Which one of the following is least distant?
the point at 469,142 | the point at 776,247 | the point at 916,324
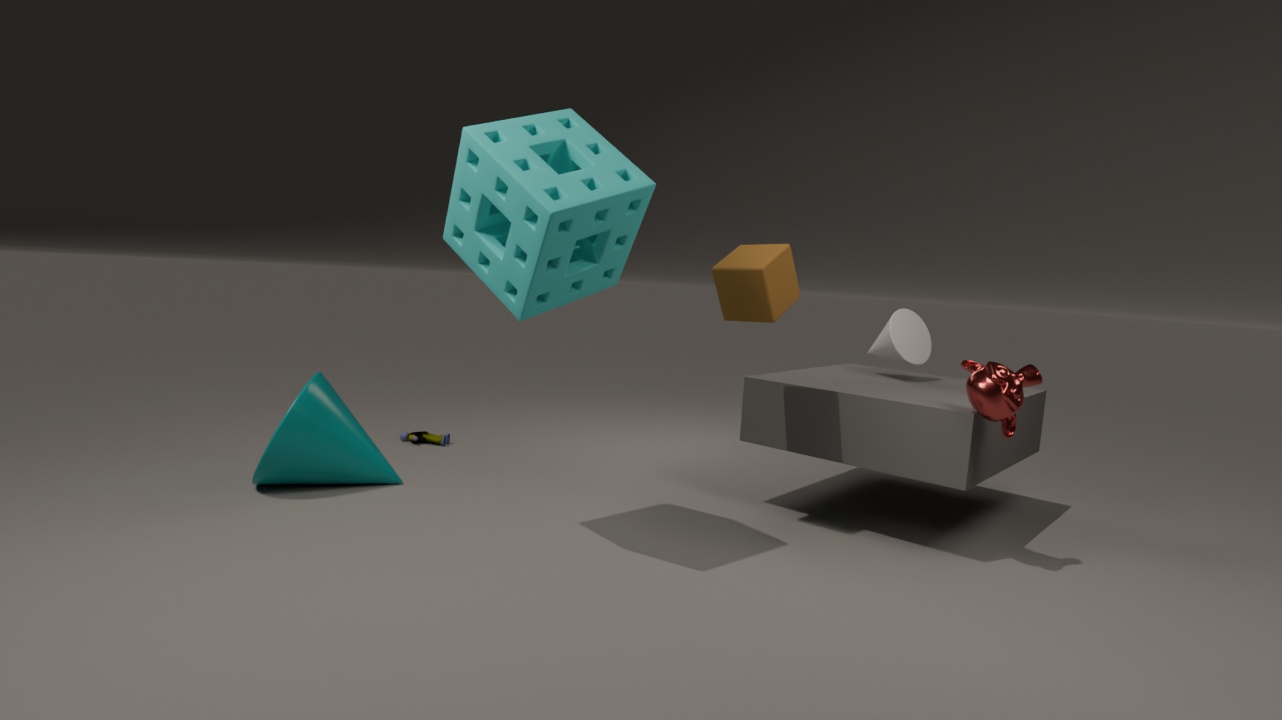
the point at 469,142
